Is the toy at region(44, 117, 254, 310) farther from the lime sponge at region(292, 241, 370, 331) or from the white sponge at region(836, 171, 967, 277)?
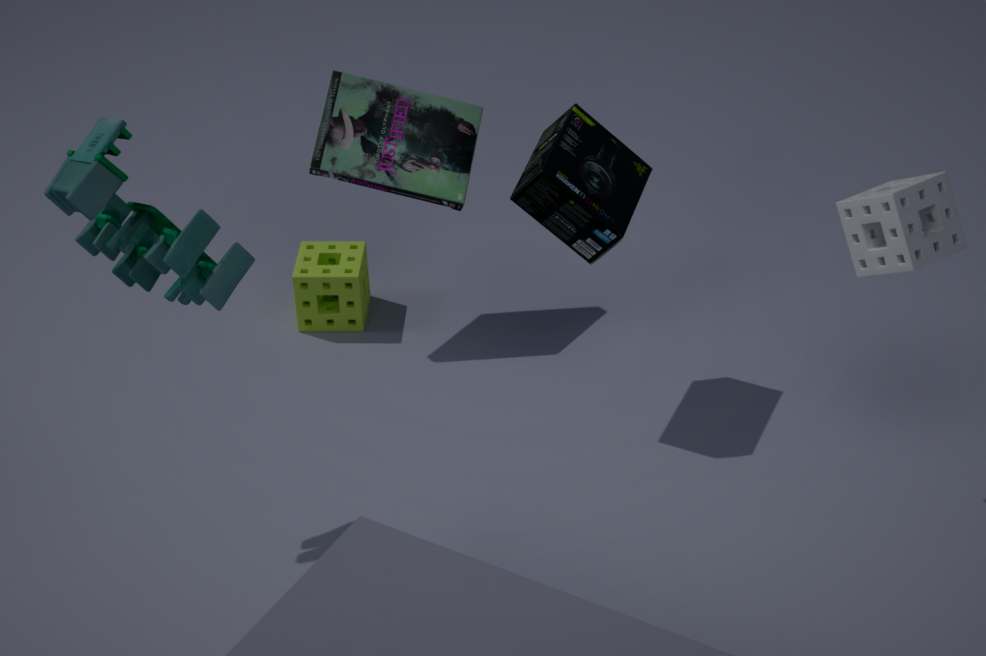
the white sponge at region(836, 171, 967, 277)
